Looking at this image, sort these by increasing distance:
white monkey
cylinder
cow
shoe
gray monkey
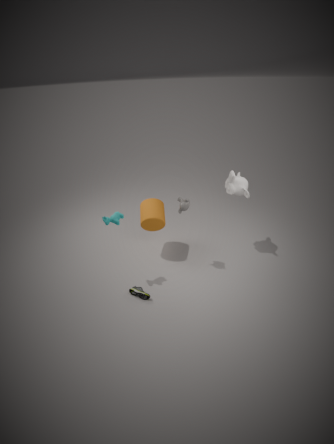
cow → shoe → gray monkey → white monkey → cylinder
